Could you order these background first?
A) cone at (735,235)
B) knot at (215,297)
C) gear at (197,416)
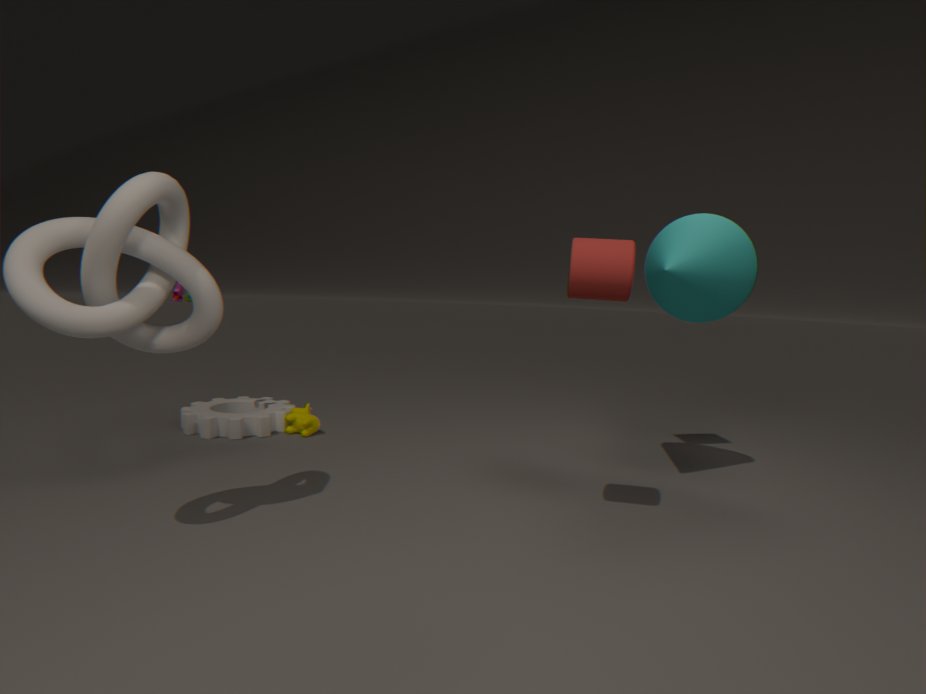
gear at (197,416) < cone at (735,235) < knot at (215,297)
